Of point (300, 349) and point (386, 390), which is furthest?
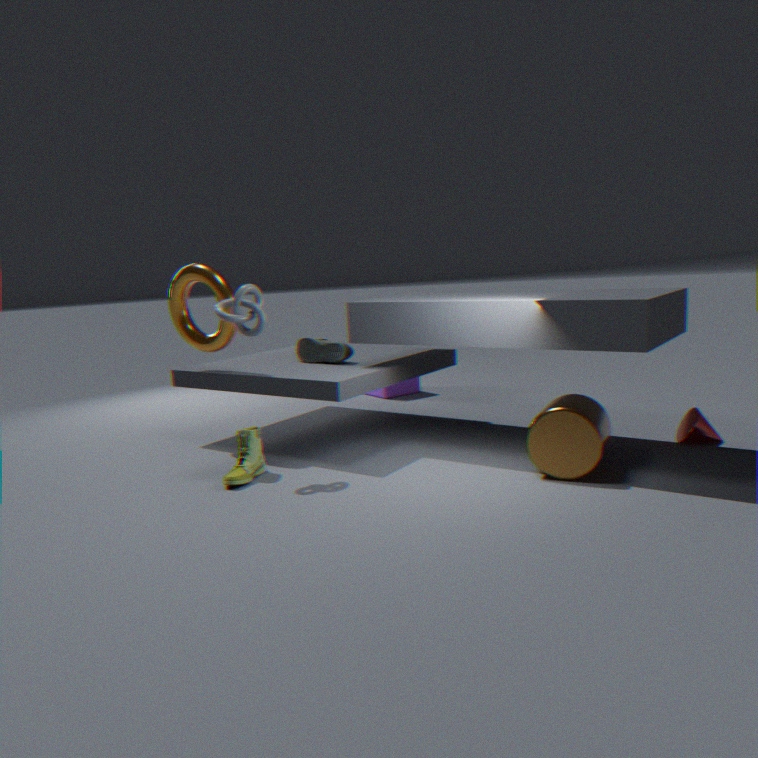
point (386, 390)
